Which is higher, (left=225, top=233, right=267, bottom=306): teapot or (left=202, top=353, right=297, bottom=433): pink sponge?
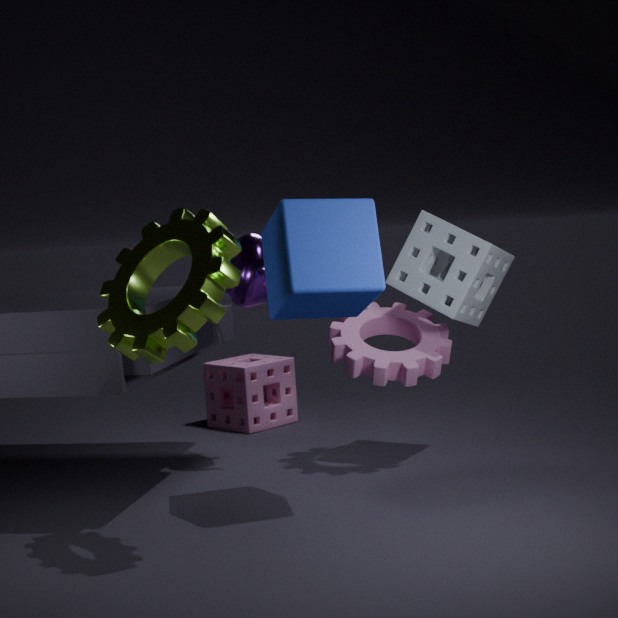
(left=225, top=233, right=267, bottom=306): teapot
